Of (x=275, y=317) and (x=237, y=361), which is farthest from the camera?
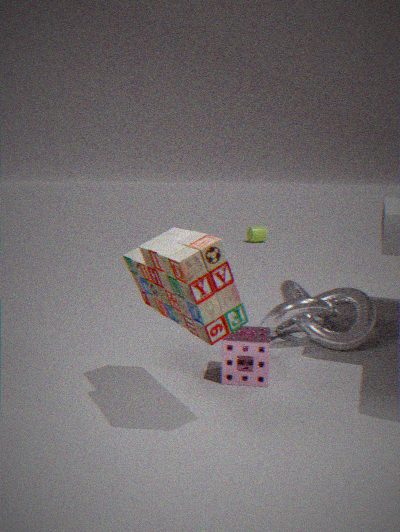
(x=275, y=317)
